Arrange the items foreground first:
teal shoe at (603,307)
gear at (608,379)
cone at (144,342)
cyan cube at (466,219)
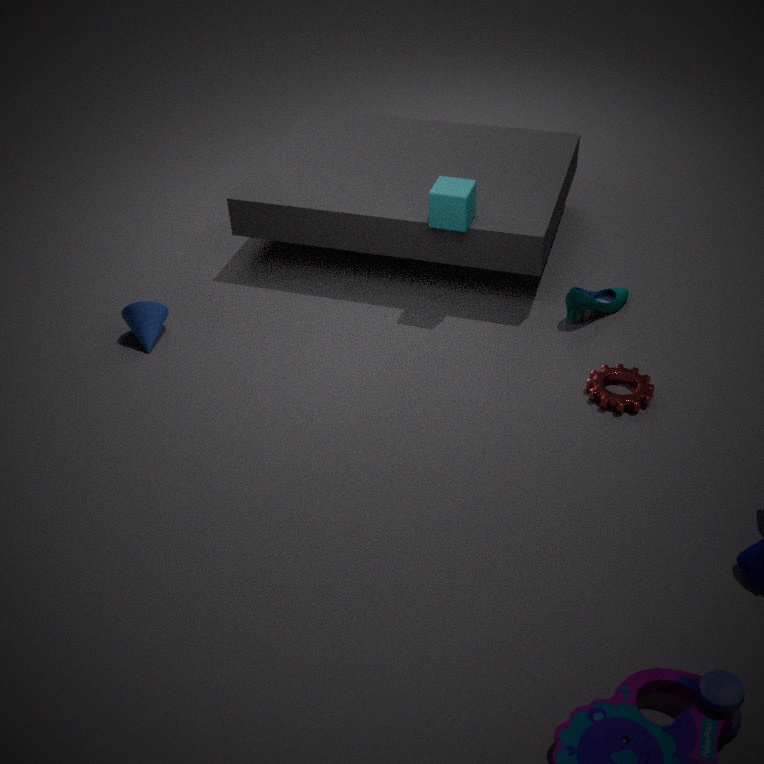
gear at (608,379) → cyan cube at (466,219) → teal shoe at (603,307) → cone at (144,342)
